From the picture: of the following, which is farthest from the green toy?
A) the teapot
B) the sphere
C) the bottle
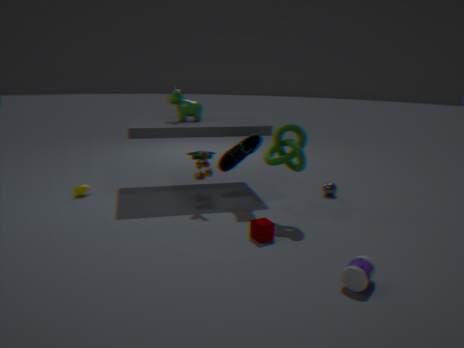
the bottle
